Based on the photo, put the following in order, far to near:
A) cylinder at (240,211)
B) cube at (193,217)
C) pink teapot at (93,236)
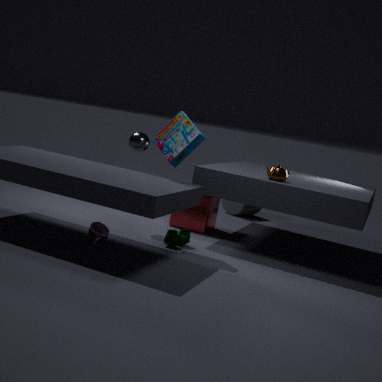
cylinder at (240,211)
cube at (193,217)
pink teapot at (93,236)
